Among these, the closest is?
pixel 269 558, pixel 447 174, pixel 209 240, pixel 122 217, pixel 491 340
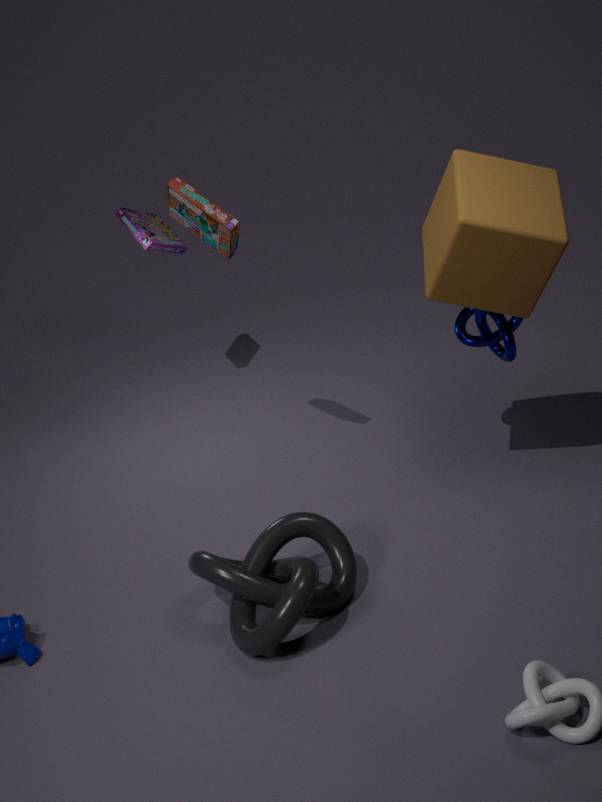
pixel 269 558
